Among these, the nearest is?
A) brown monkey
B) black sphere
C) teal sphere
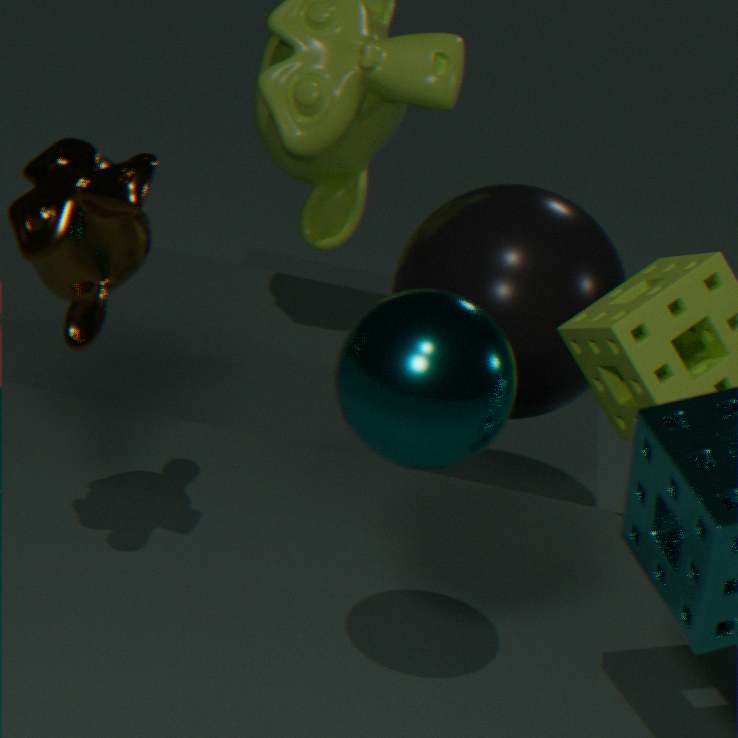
teal sphere
